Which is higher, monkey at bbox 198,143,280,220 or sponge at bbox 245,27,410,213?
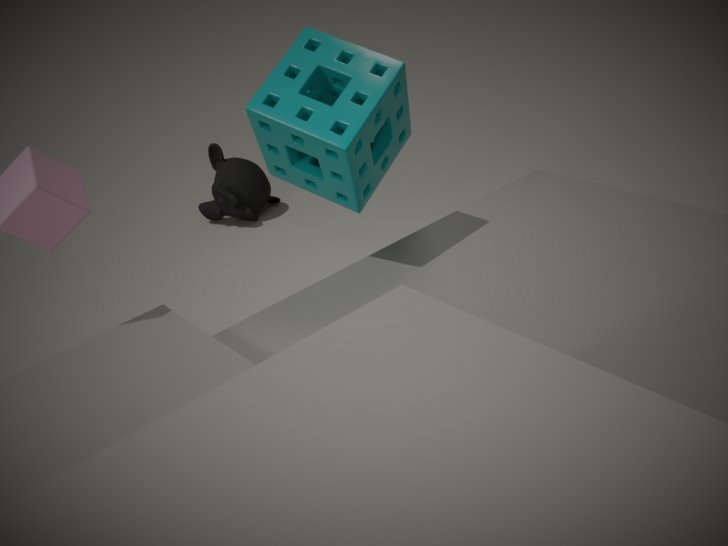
sponge at bbox 245,27,410,213
